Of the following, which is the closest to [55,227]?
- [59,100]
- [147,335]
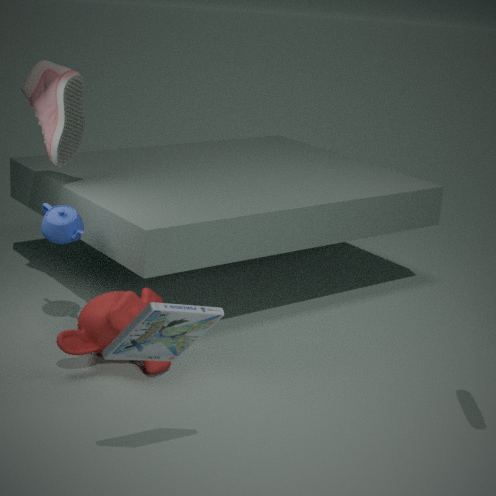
[59,100]
